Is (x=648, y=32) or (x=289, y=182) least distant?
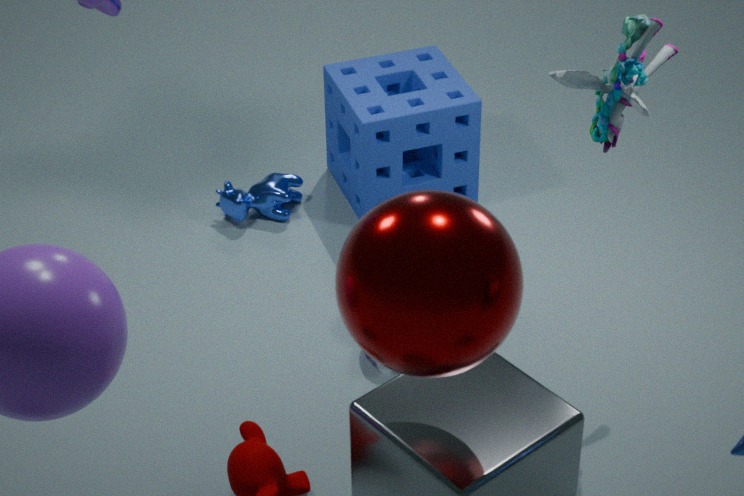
(x=648, y=32)
